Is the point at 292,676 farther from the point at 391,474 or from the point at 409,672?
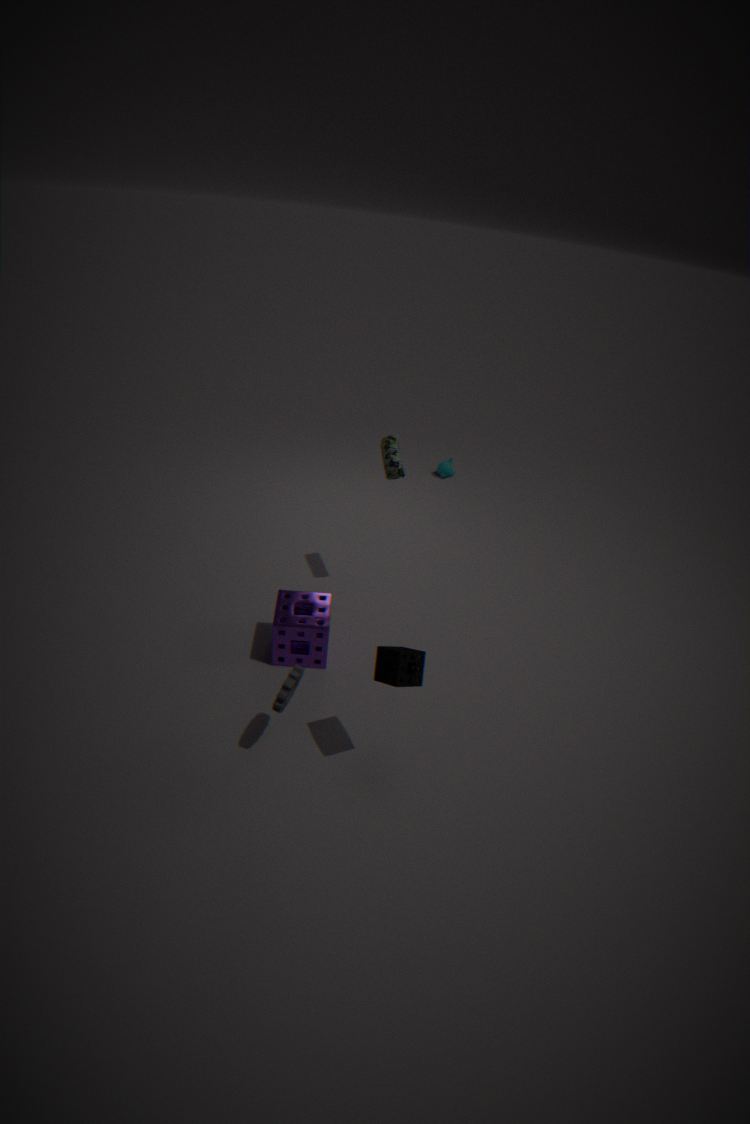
the point at 391,474
